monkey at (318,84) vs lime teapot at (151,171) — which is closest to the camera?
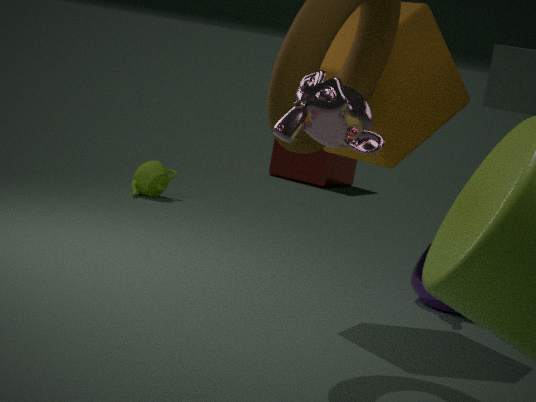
monkey at (318,84)
